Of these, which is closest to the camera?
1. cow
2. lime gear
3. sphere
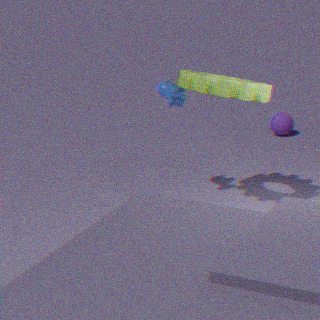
lime gear
